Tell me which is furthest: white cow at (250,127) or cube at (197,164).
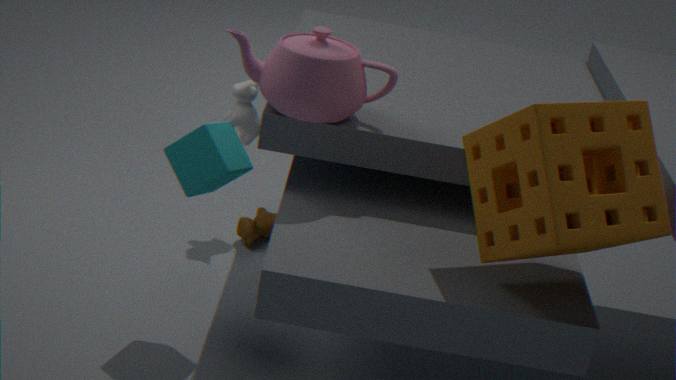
white cow at (250,127)
